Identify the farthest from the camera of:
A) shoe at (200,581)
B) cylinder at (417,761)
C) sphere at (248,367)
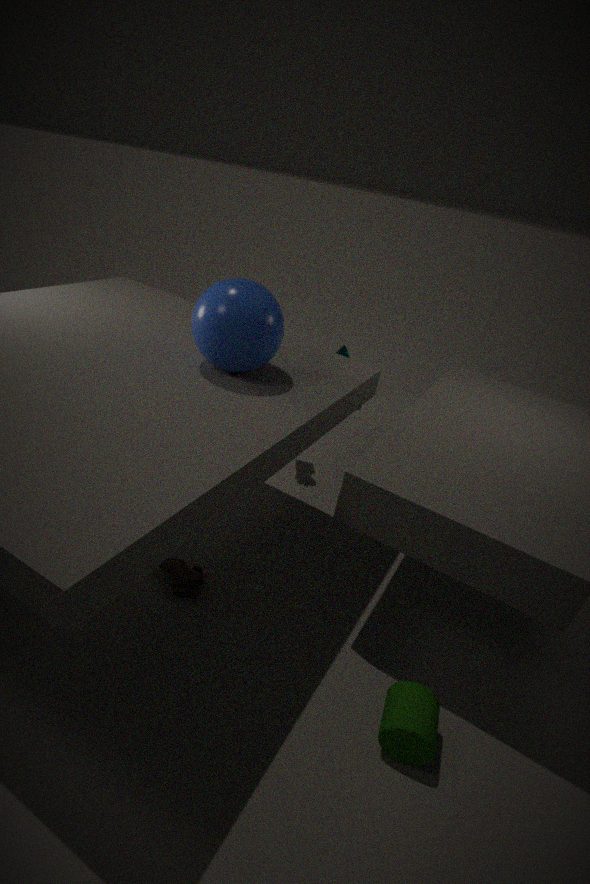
shoe at (200,581)
